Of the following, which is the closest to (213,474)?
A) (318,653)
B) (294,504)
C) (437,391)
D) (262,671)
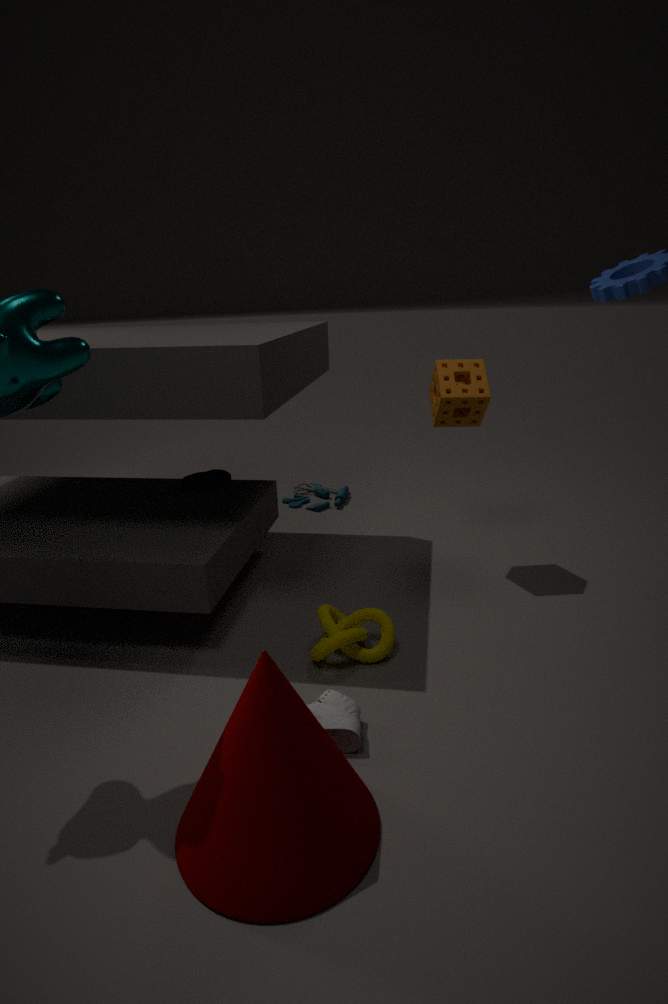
(294,504)
